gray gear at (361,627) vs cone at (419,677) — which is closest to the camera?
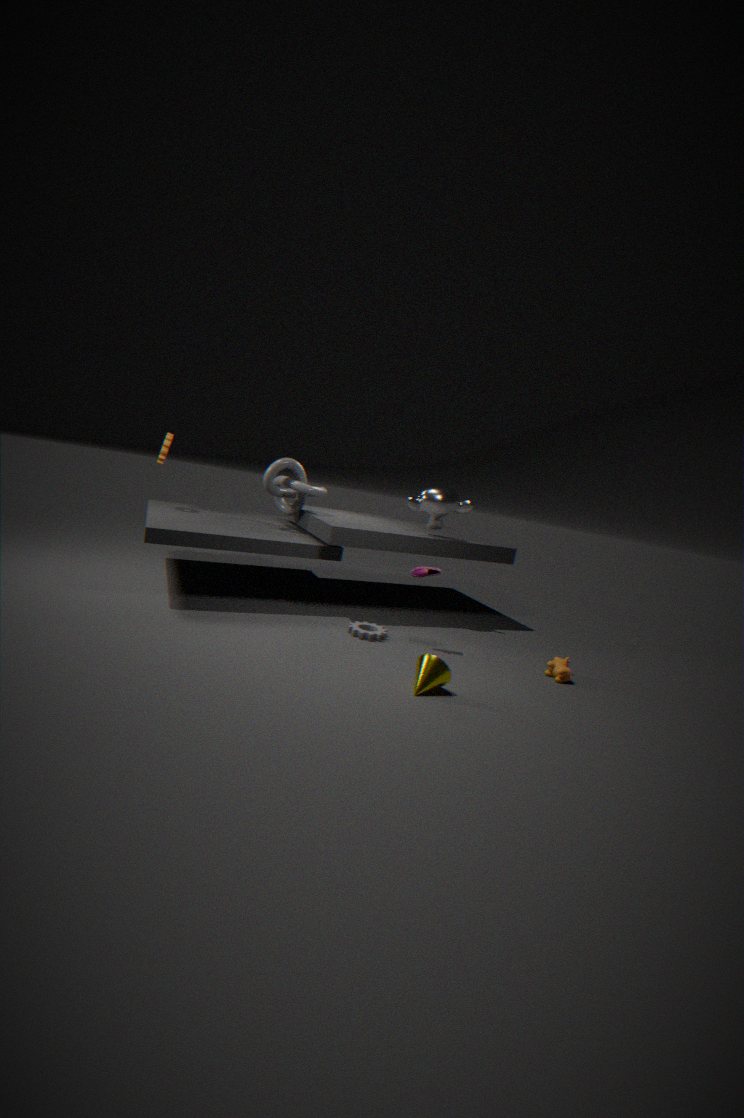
cone at (419,677)
